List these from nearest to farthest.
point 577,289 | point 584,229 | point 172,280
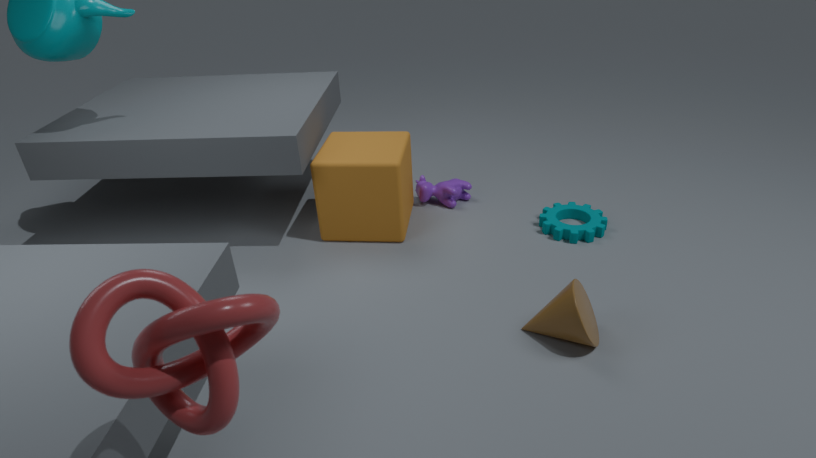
point 172,280
point 577,289
point 584,229
